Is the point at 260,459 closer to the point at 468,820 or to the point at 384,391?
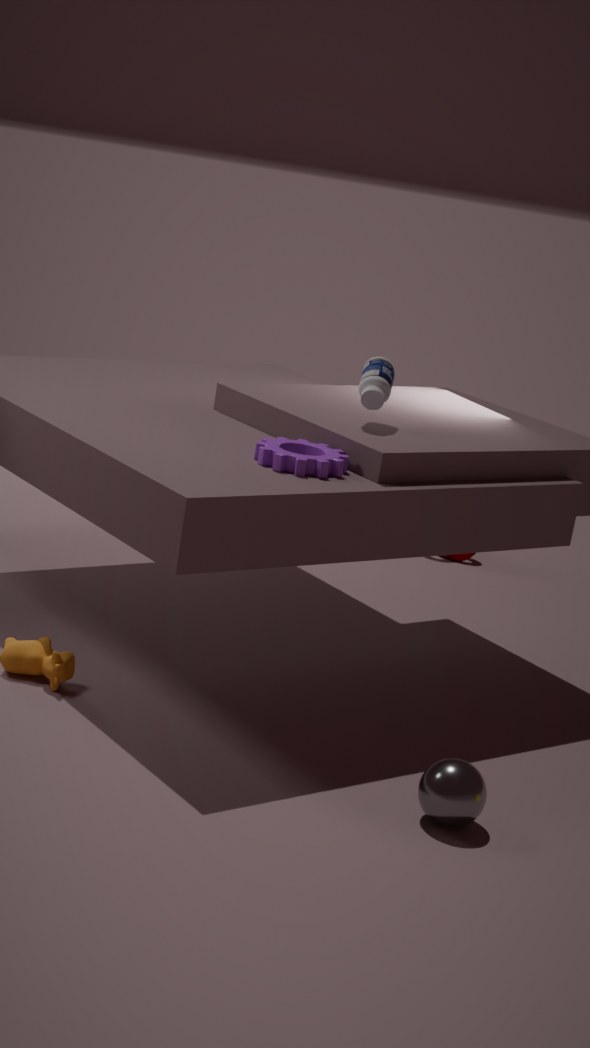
the point at 384,391
